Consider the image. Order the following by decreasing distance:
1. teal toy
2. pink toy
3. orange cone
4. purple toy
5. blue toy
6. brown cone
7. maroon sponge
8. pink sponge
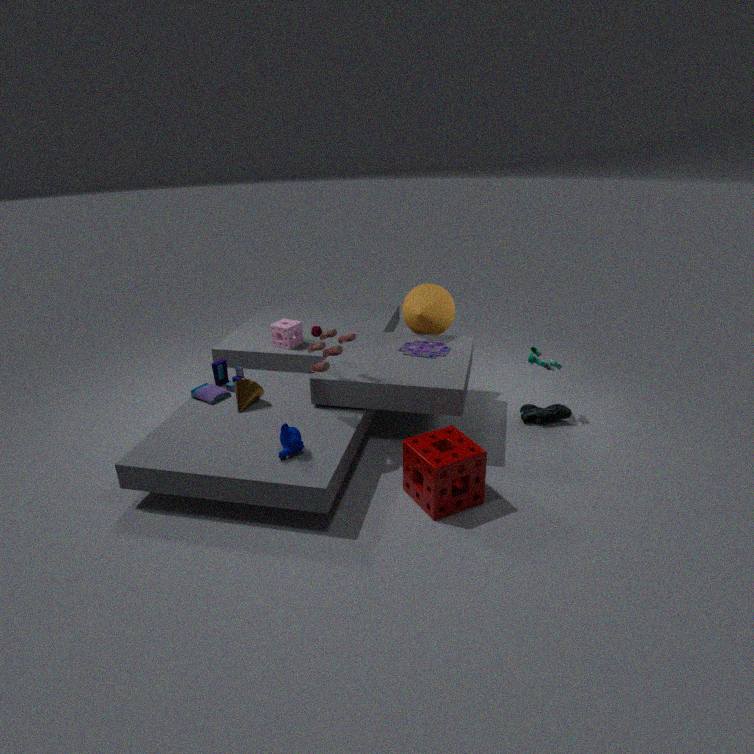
1. pink sponge
2. orange cone
3. teal toy
4. purple toy
5. blue toy
6. brown cone
7. pink toy
8. maroon sponge
